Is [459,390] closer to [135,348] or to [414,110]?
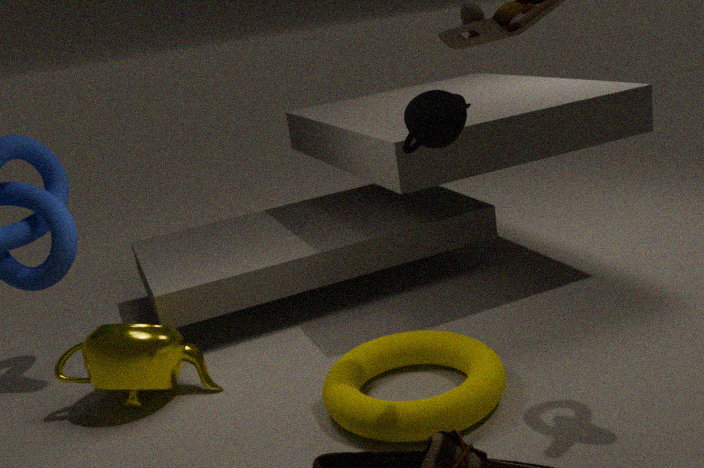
[414,110]
